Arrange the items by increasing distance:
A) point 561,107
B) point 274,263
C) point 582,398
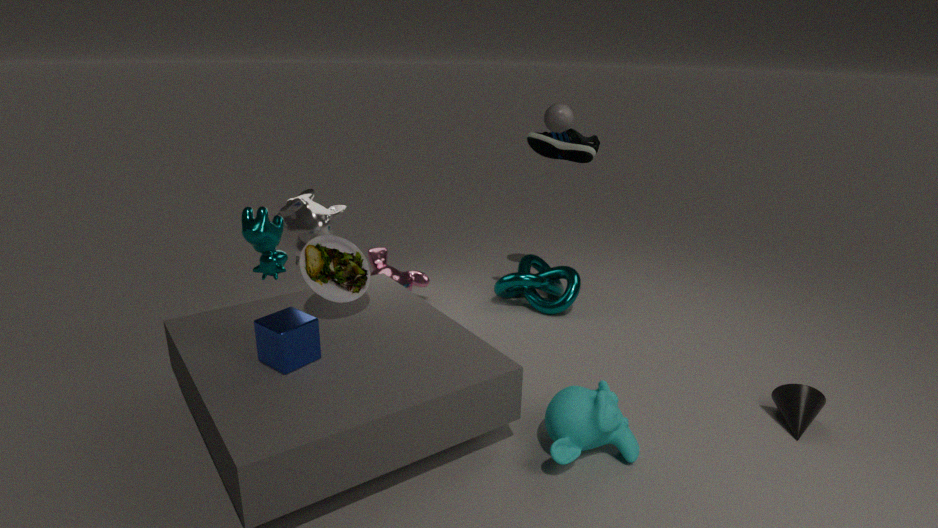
B. point 274,263, C. point 582,398, A. point 561,107
